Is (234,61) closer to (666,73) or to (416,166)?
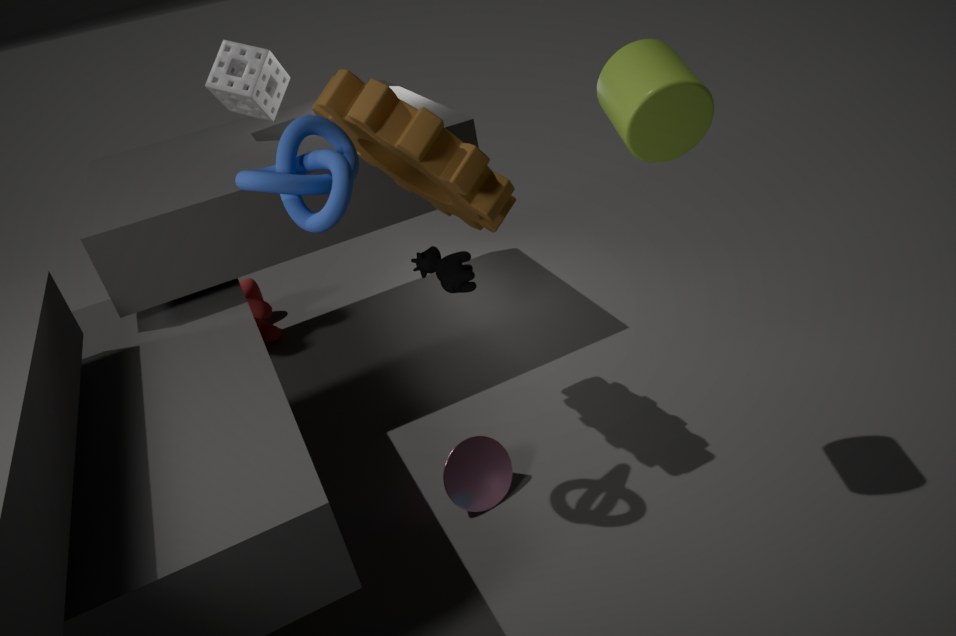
(416,166)
